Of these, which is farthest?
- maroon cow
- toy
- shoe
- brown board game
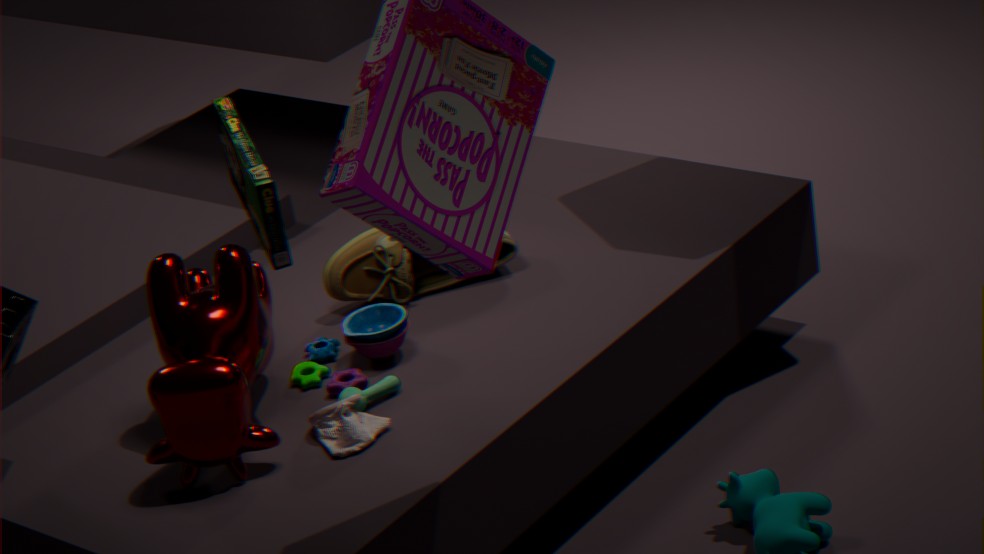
shoe
